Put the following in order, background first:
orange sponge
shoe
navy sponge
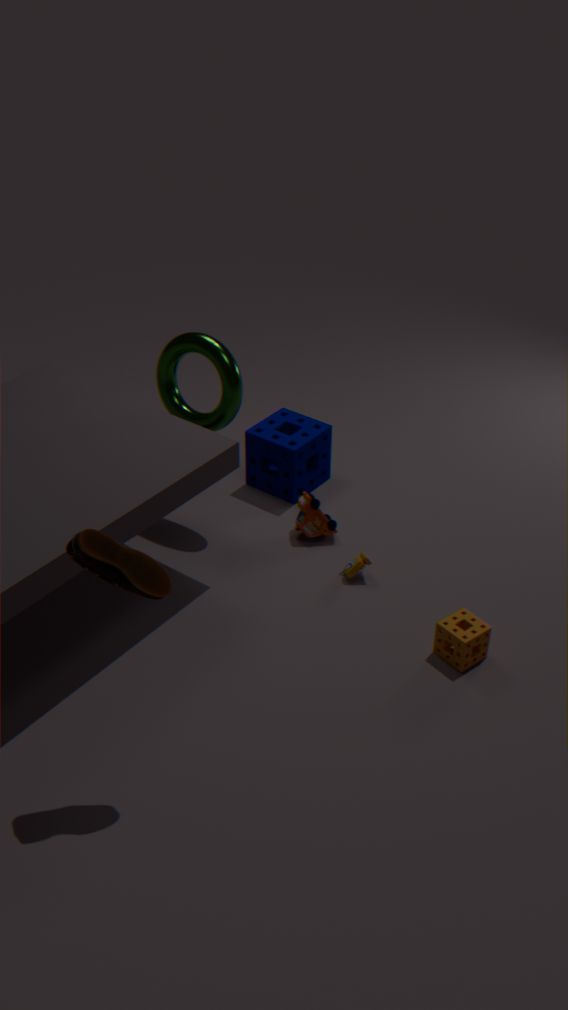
1. navy sponge
2. orange sponge
3. shoe
